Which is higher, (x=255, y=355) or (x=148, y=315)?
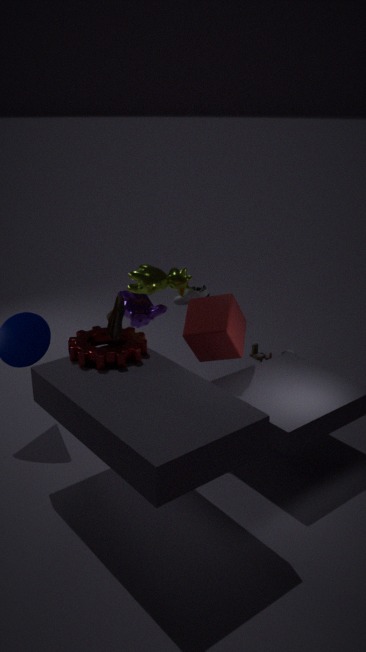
(x=148, y=315)
